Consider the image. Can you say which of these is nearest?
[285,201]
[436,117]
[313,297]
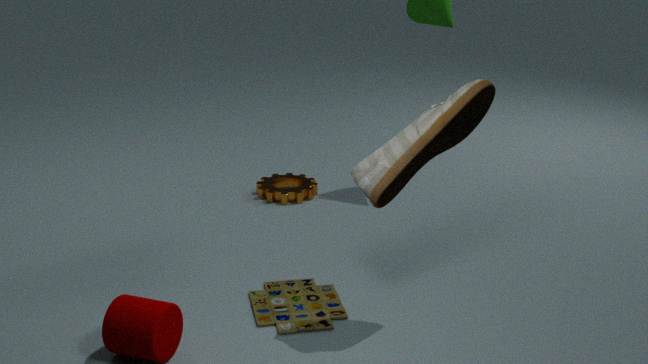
[436,117]
